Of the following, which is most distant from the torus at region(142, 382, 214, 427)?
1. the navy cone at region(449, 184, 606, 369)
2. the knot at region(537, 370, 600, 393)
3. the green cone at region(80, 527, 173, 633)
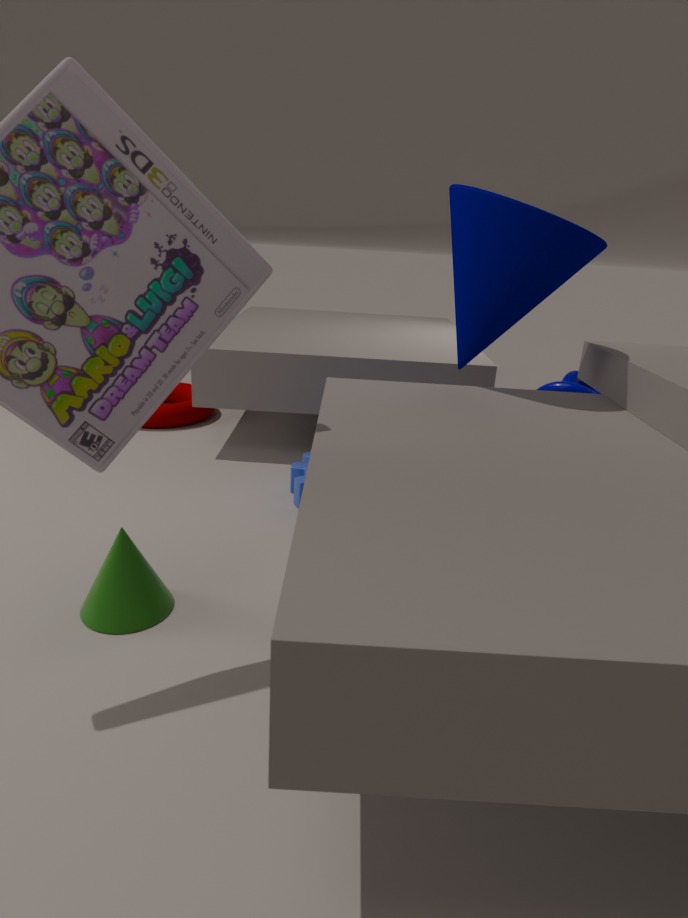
the knot at region(537, 370, 600, 393)
